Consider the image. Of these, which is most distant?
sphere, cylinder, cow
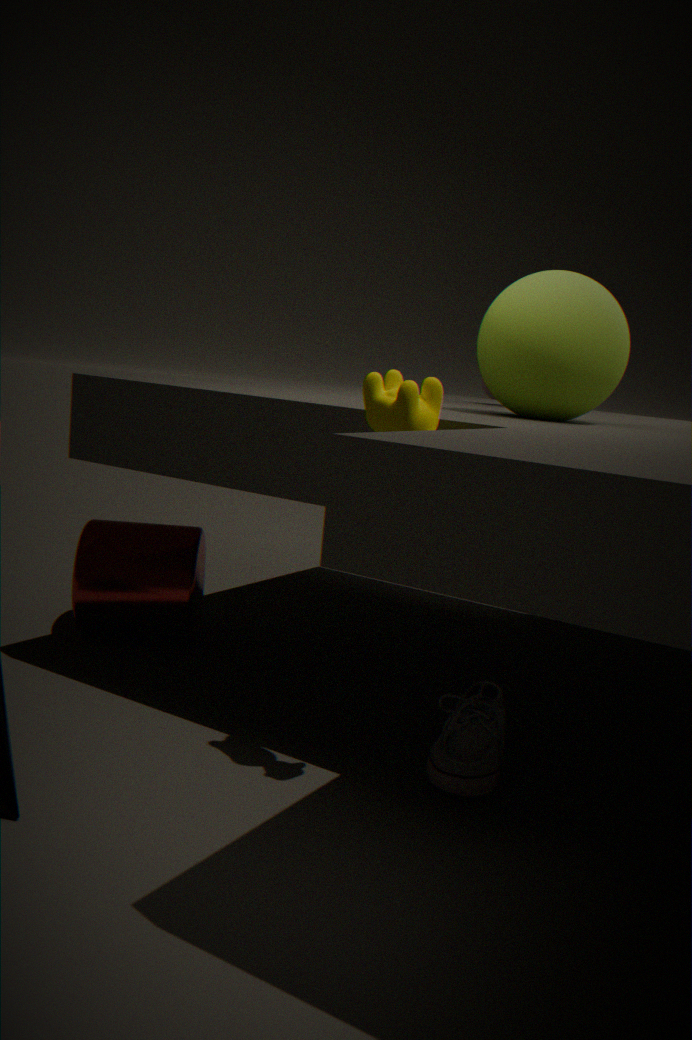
cylinder
